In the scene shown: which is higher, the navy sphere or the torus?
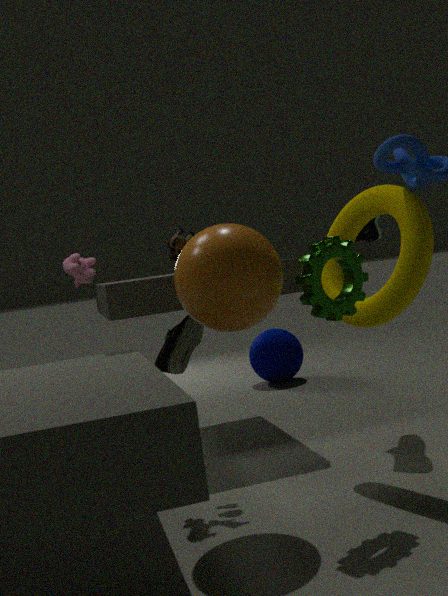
the torus
